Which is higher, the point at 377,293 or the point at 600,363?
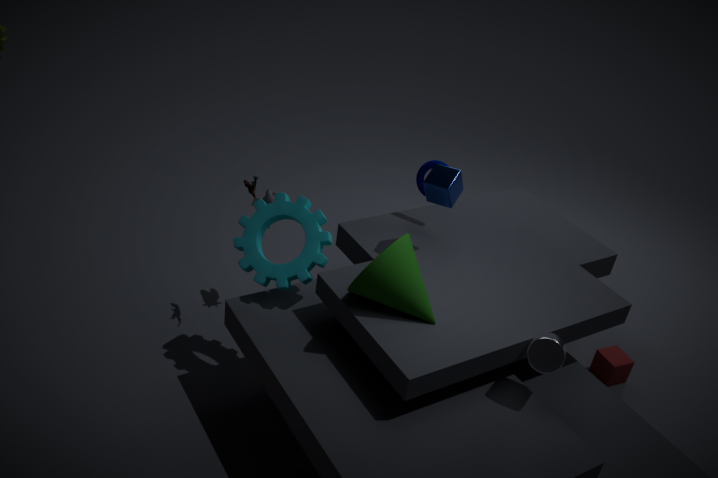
the point at 377,293
